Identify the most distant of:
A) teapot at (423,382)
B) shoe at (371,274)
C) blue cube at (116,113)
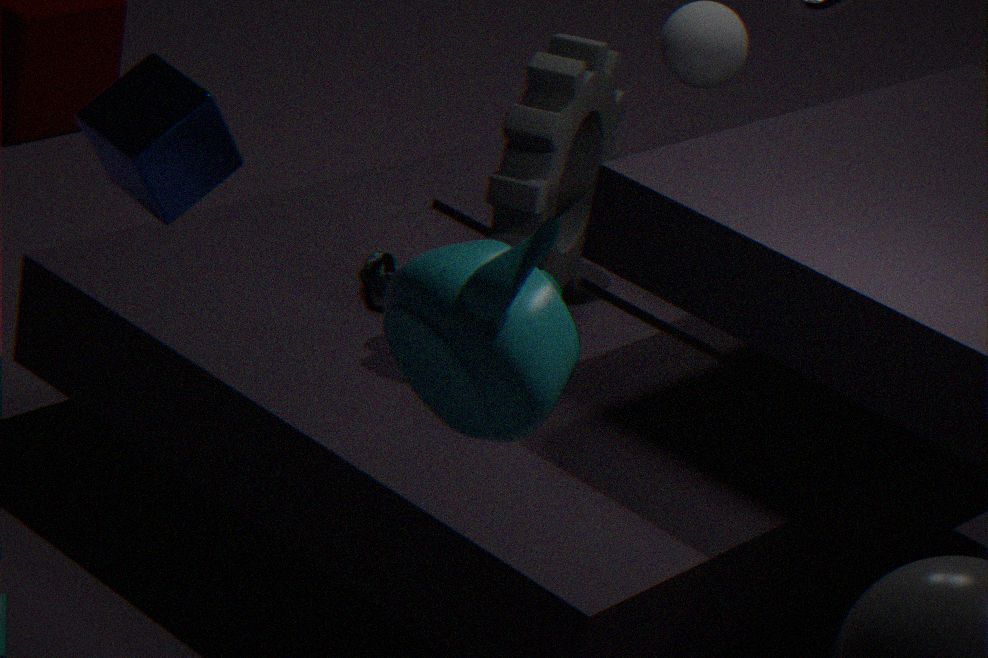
shoe at (371,274)
